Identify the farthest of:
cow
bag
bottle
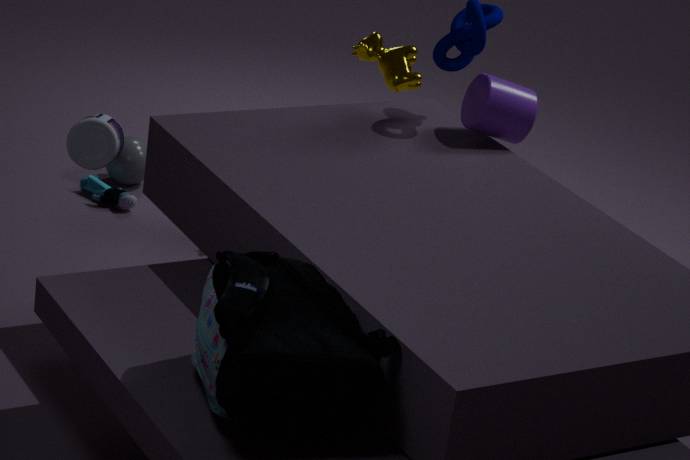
cow
